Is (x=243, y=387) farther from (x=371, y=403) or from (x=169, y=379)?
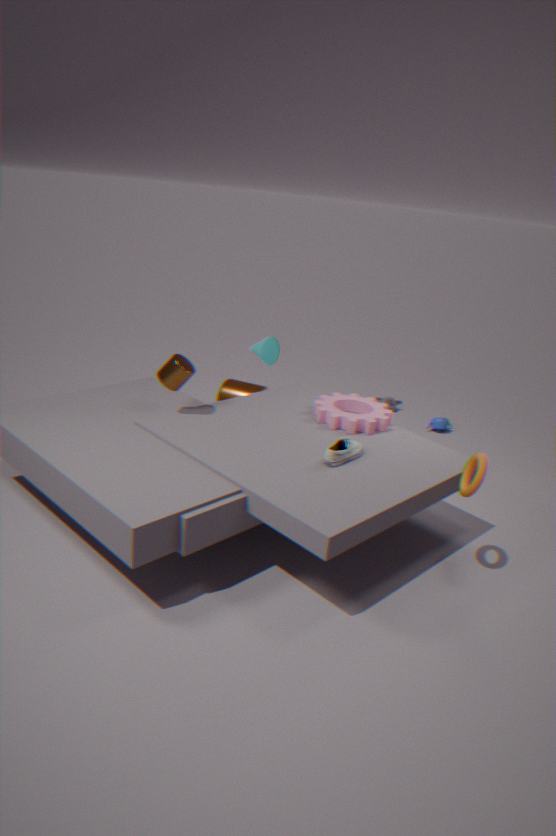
(x=169, y=379)
